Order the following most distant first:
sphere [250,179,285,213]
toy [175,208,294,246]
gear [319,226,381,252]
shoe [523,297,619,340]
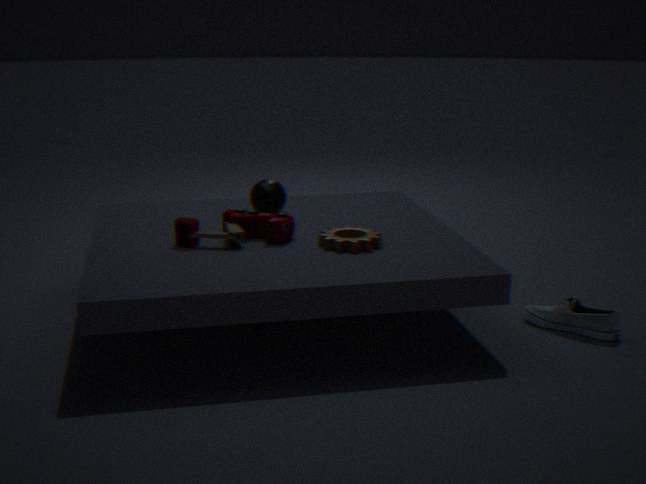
sphere [250,179,285,213] < toy [175,208,294,246] < gear [319,226,381,252] < shoe [523,297,619,340]
